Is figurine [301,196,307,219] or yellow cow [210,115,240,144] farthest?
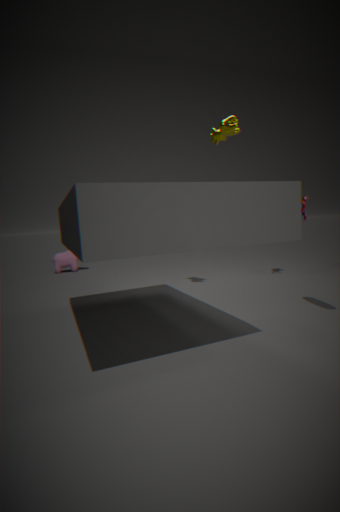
figurine [301,196,307,219]
